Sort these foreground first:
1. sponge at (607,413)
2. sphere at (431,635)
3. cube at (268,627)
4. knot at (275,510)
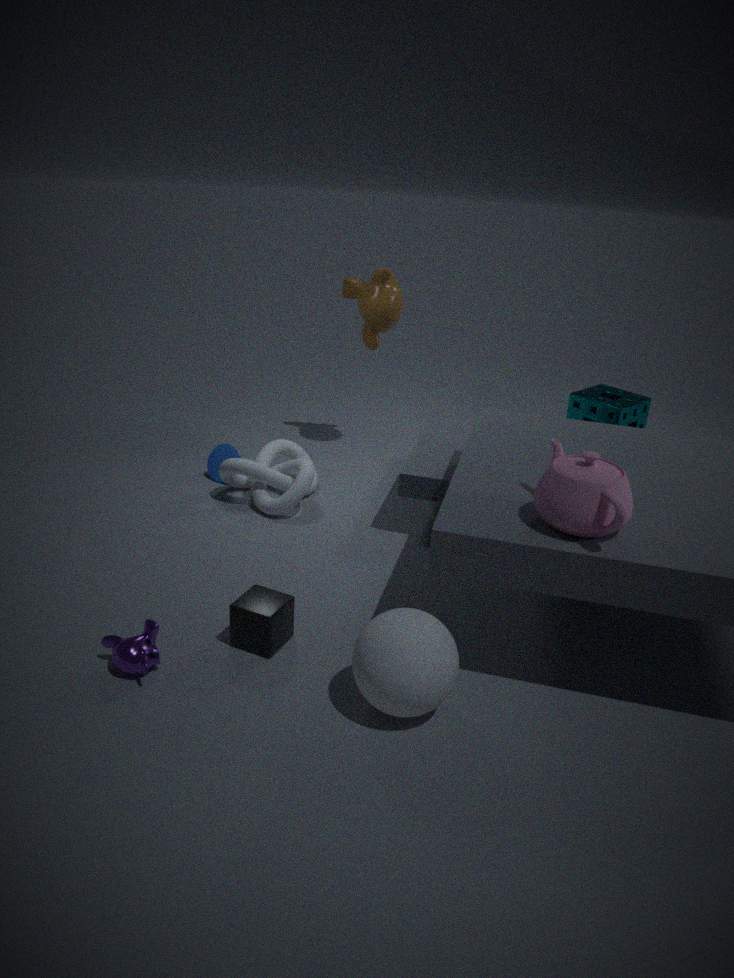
sphere at (431,635) → cube at (268,627) → knot at (275,510) → sponge at (607,413)
